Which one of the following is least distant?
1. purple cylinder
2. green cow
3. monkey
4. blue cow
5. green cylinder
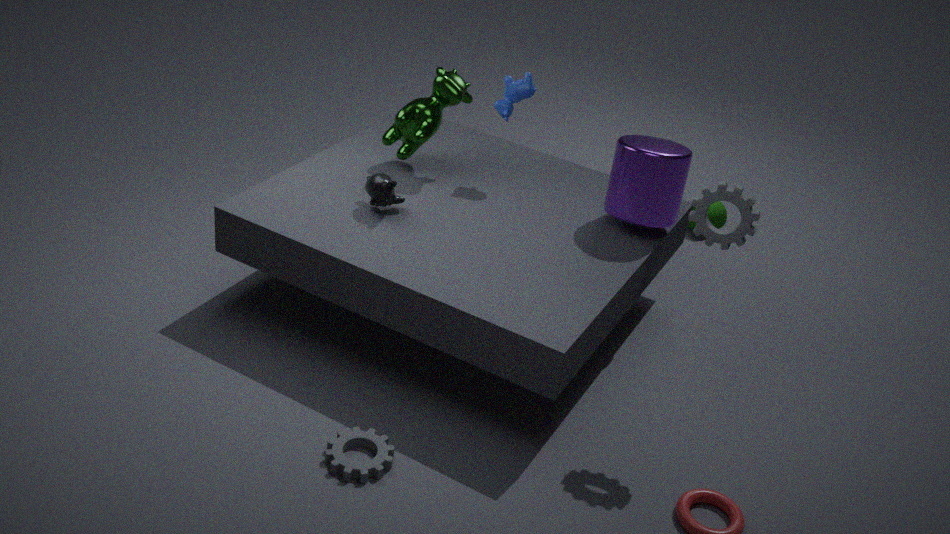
purple cylinder
